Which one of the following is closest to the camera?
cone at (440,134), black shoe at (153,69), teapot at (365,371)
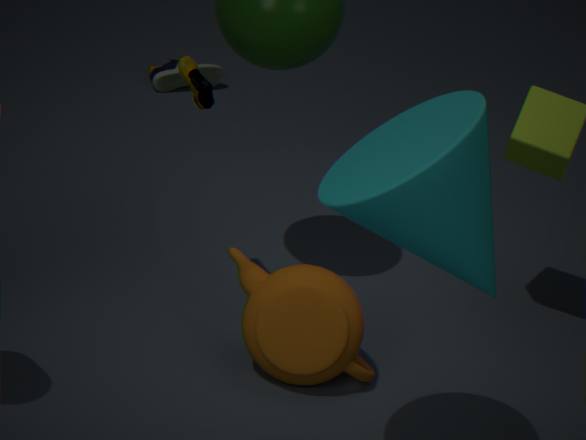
cone at (440,134)
